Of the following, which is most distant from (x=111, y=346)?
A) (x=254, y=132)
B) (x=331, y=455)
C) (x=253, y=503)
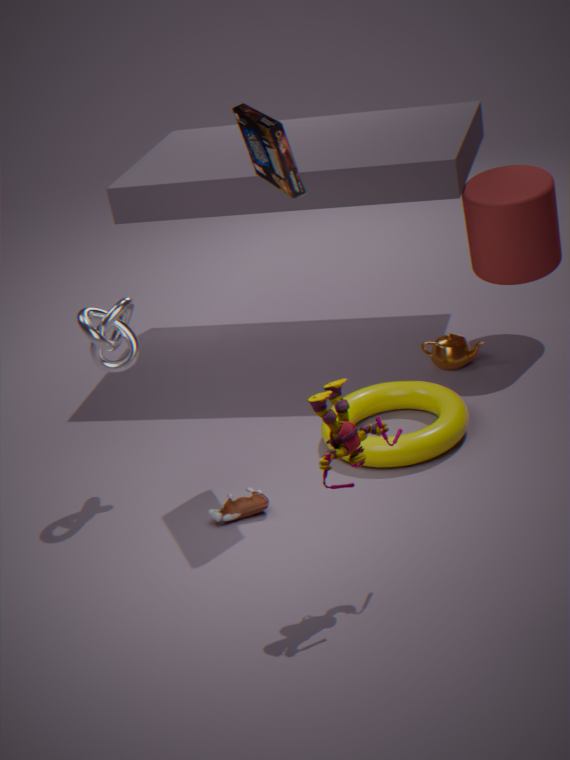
(x=331, y=455)
